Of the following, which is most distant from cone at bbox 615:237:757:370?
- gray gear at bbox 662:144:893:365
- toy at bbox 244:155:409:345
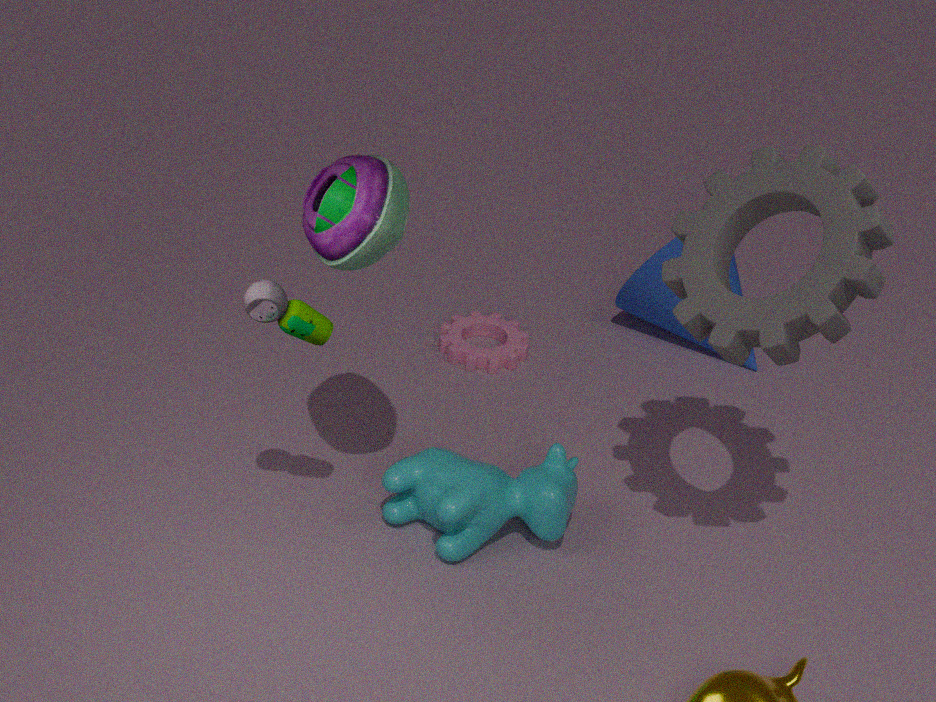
toy at bbox 244:155:409:345
